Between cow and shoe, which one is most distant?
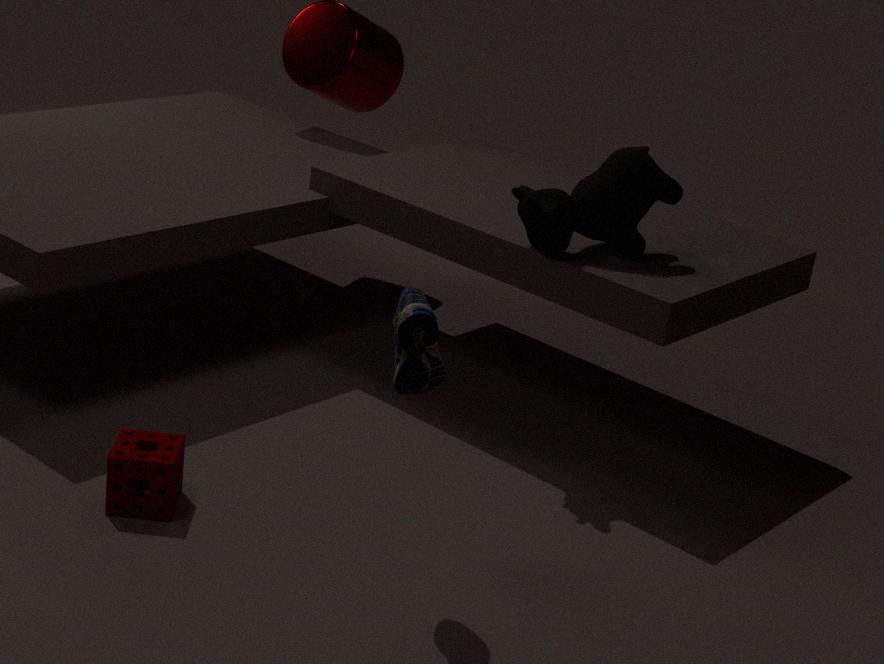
cow
